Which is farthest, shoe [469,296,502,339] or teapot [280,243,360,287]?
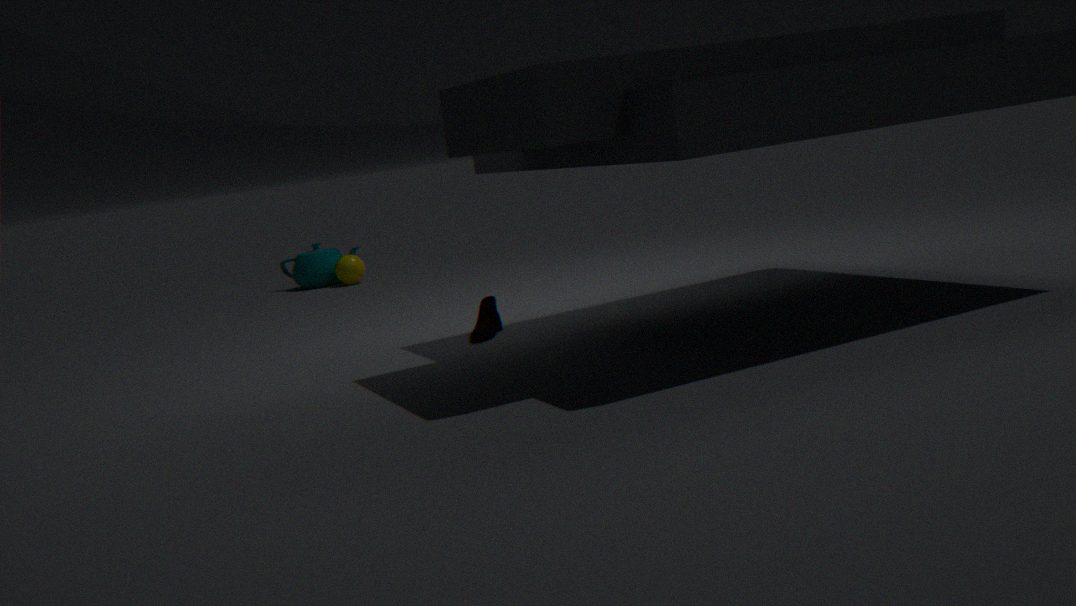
teapot [280,243,360,287]
